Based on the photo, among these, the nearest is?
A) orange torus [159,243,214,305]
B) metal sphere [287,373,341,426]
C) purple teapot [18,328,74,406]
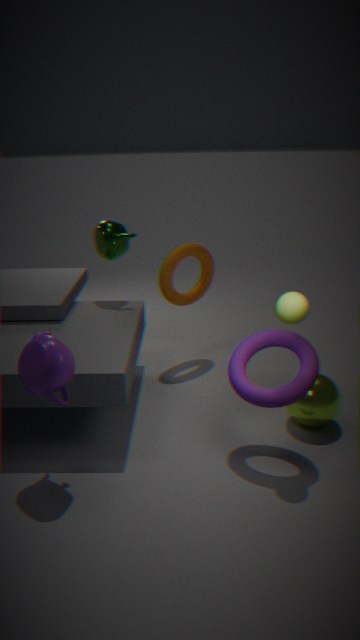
purple teapot [18,328,74,406]
